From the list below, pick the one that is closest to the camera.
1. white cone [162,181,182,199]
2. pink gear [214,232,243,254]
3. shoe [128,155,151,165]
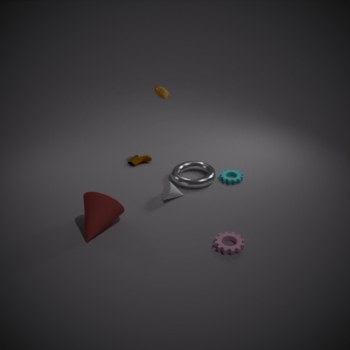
pink gear [214,232,243,254]
